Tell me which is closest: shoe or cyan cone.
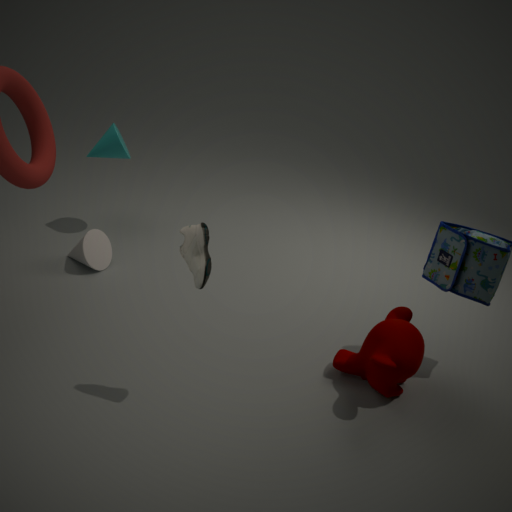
shoe
